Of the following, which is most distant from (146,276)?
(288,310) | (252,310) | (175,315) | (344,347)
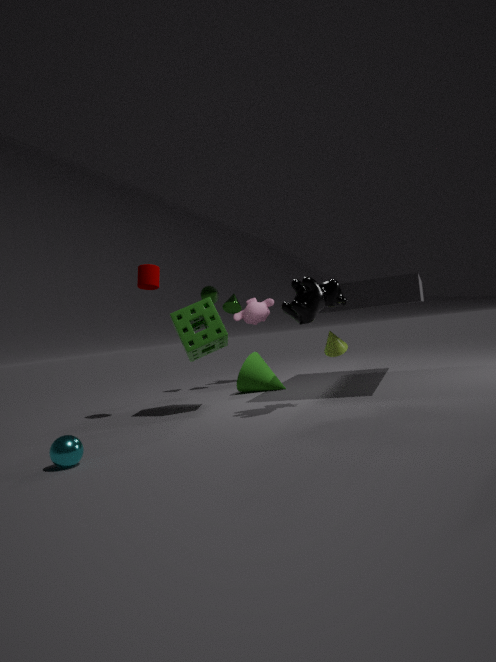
(252,310)
